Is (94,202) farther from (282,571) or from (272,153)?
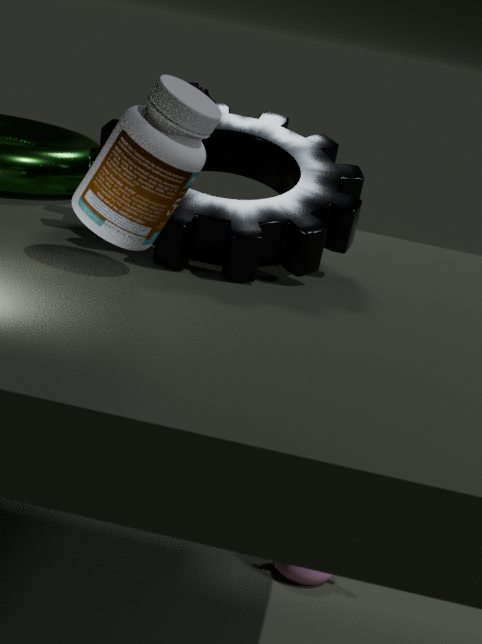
(282,571)
